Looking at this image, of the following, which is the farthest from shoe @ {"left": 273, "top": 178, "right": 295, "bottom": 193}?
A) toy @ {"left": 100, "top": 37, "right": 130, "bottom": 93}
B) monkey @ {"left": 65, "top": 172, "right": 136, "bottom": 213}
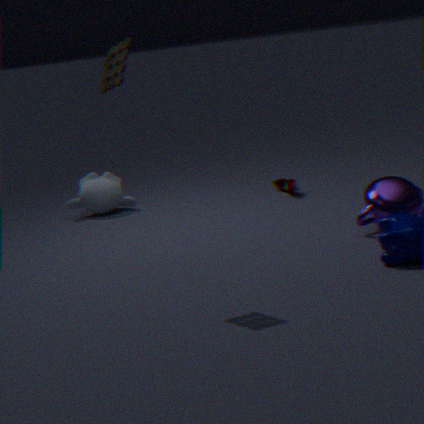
toy @ {"left": 100, "top": 37, "right": 130, "bottom": 93}
